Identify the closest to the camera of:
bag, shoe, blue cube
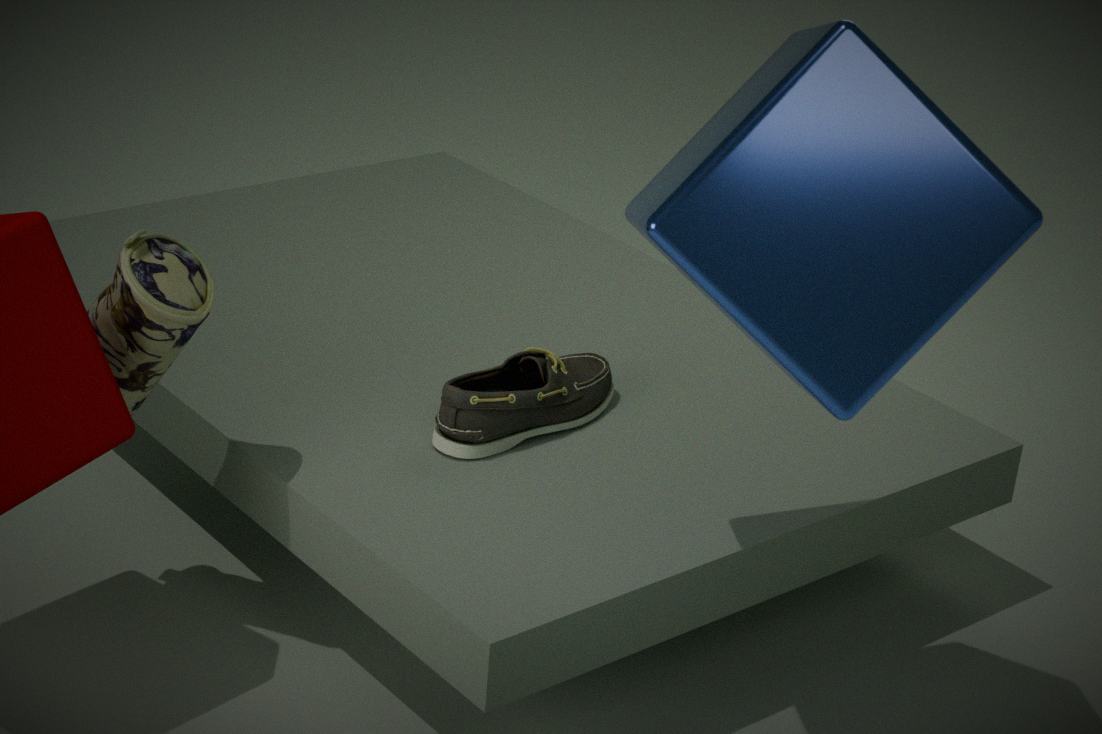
blue cube
